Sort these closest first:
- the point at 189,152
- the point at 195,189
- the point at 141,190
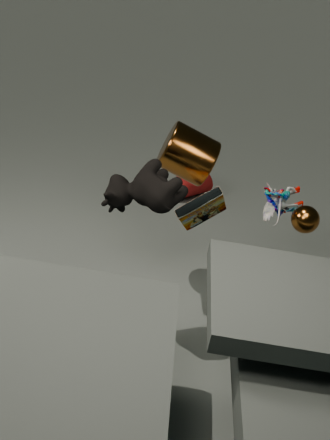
the point at 141,190, the point at 189,152, the point at 195,189
